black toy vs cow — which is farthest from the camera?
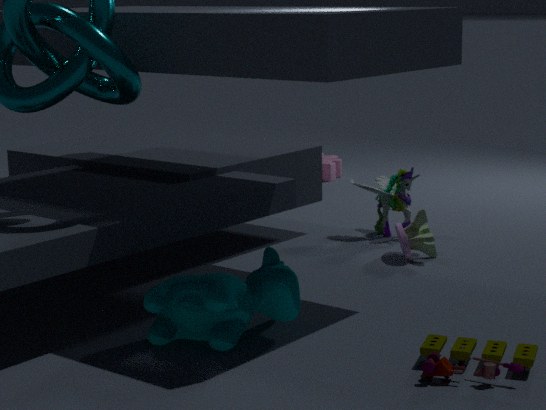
black toy
